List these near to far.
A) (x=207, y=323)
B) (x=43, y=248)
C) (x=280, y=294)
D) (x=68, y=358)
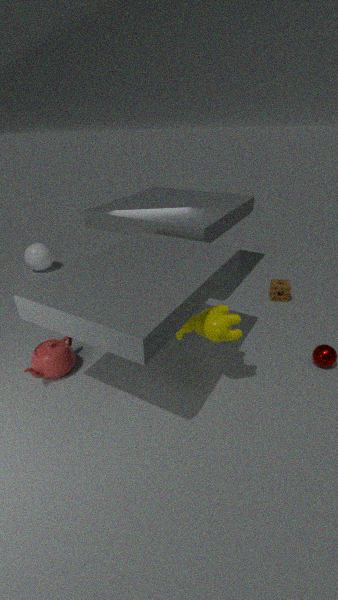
(x=207, y=323) → (x=68, y=358) → (x=280, y=294) → (x=43, y=248)
